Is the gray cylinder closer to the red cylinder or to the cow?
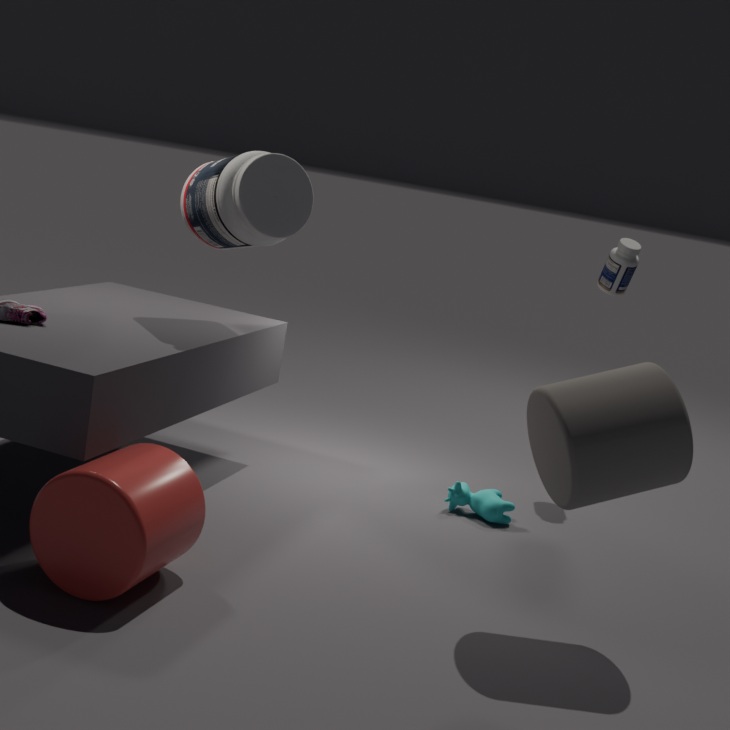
the cow
